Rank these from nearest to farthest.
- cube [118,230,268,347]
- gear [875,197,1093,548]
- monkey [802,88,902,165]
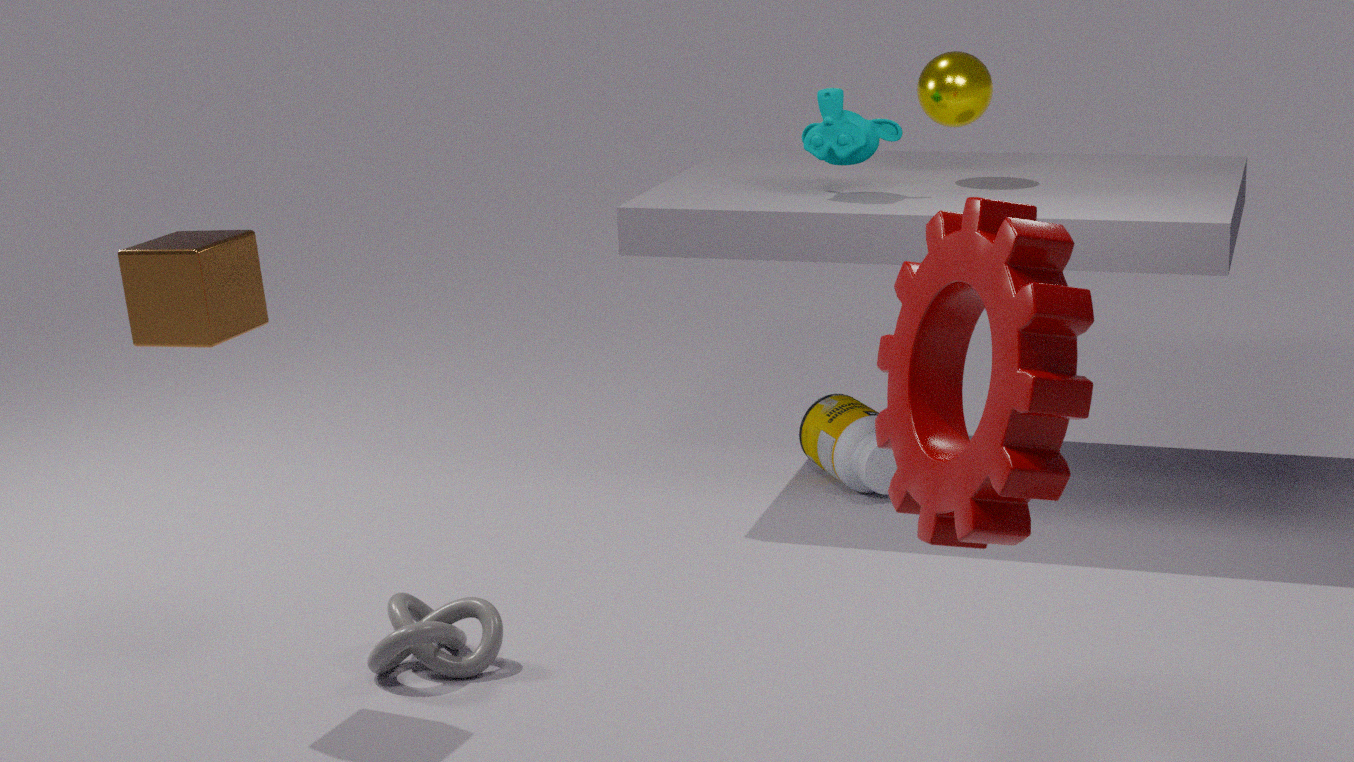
1. gear [875,197,1093,548]
2. cube [118,230,268,347]
3. monkey [802,88,902,165]
